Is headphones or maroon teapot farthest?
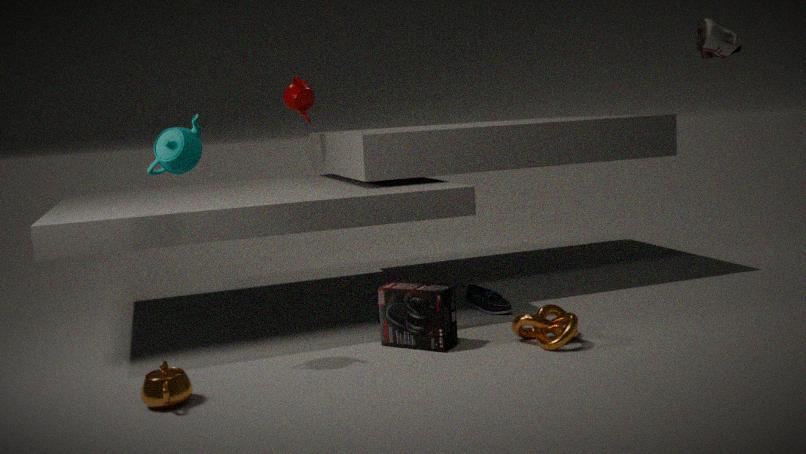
maroon teapot
